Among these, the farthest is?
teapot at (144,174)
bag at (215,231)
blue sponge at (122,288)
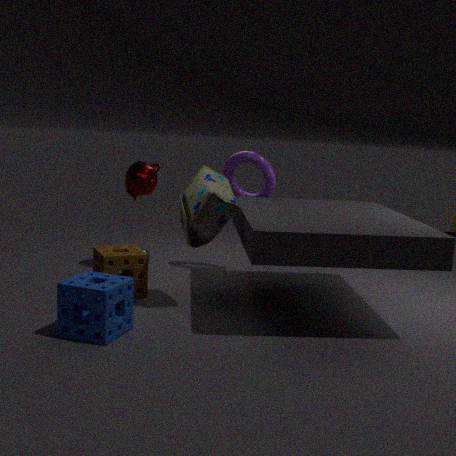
teapot at (144,174)
